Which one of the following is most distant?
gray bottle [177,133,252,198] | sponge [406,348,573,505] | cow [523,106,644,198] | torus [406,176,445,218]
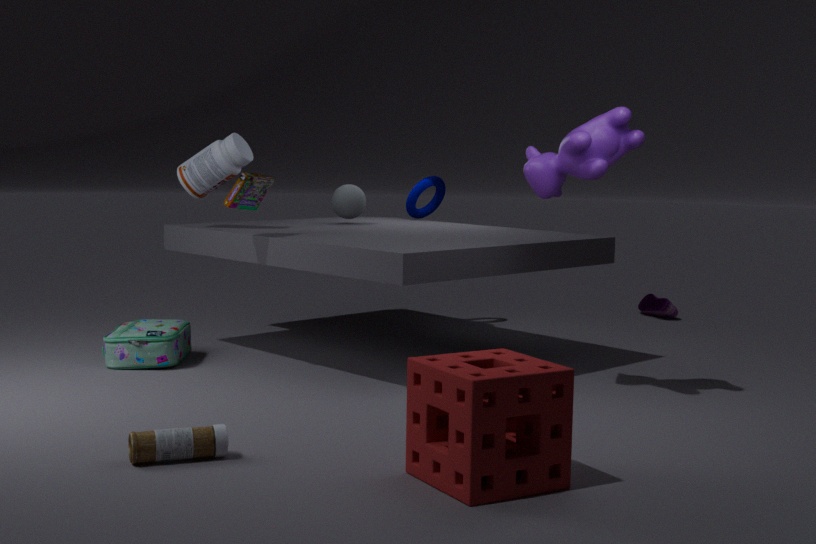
torus [406,176,445,218]
